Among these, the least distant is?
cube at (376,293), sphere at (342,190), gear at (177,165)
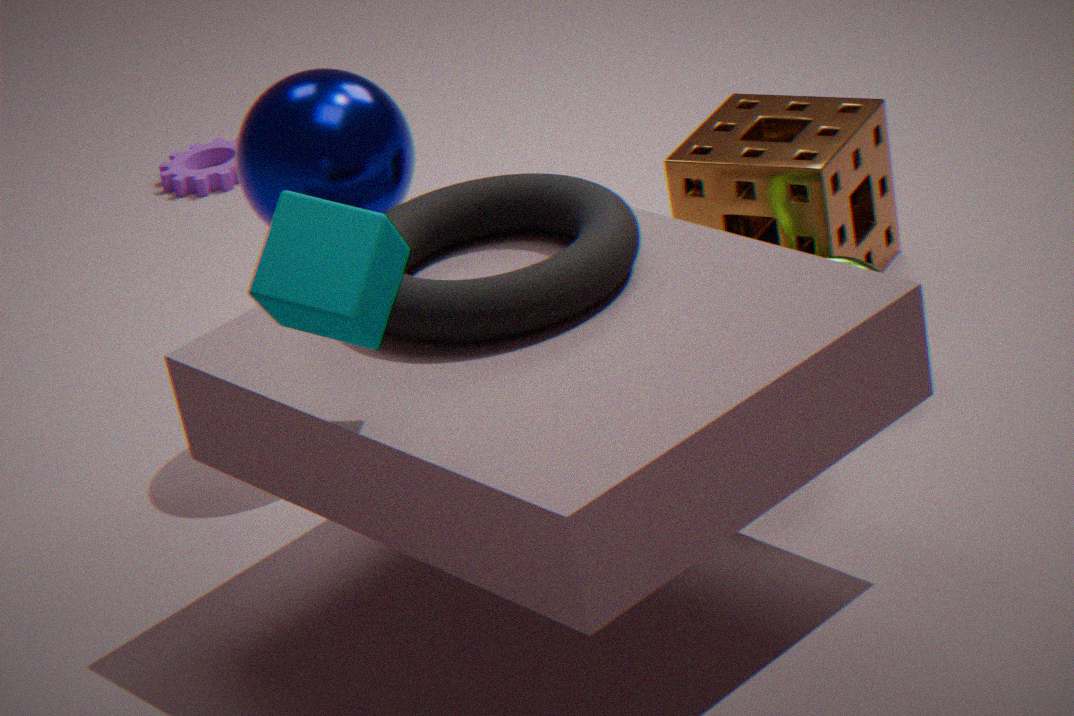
cube at (376,293)
